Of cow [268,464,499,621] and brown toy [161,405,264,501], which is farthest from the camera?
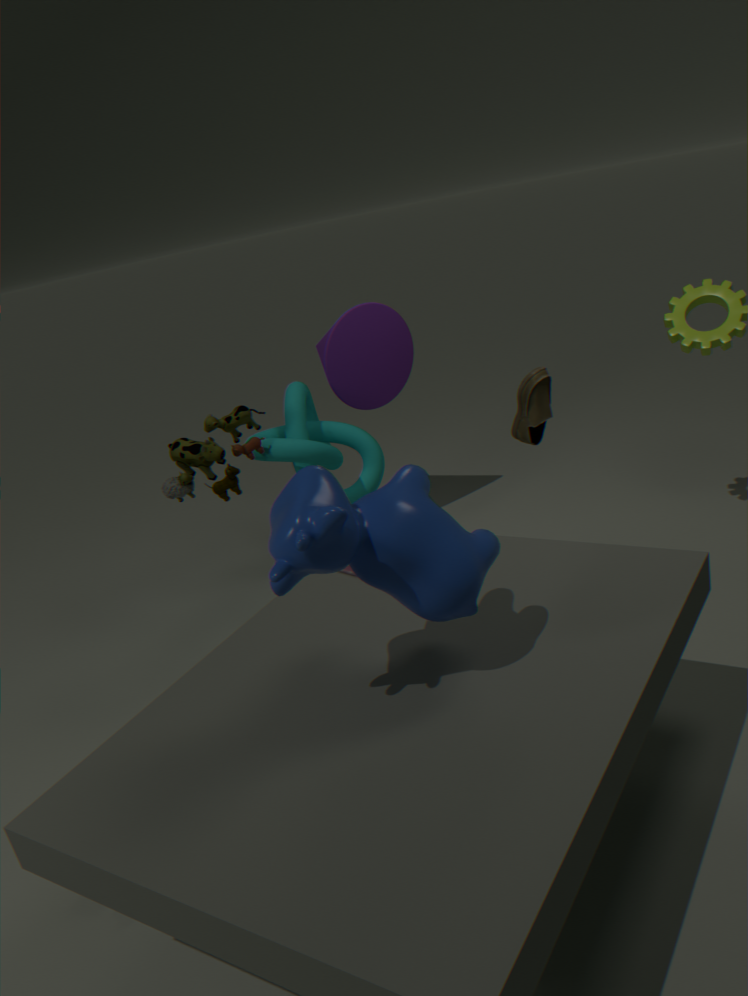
brown toy [161,405,264,501]
